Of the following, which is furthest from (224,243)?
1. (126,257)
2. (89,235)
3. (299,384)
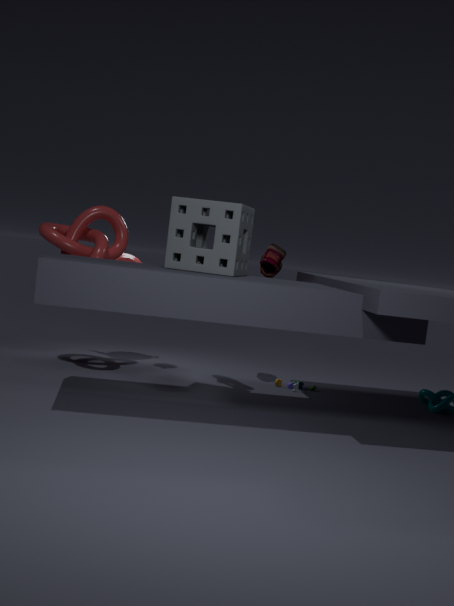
(299,384)
